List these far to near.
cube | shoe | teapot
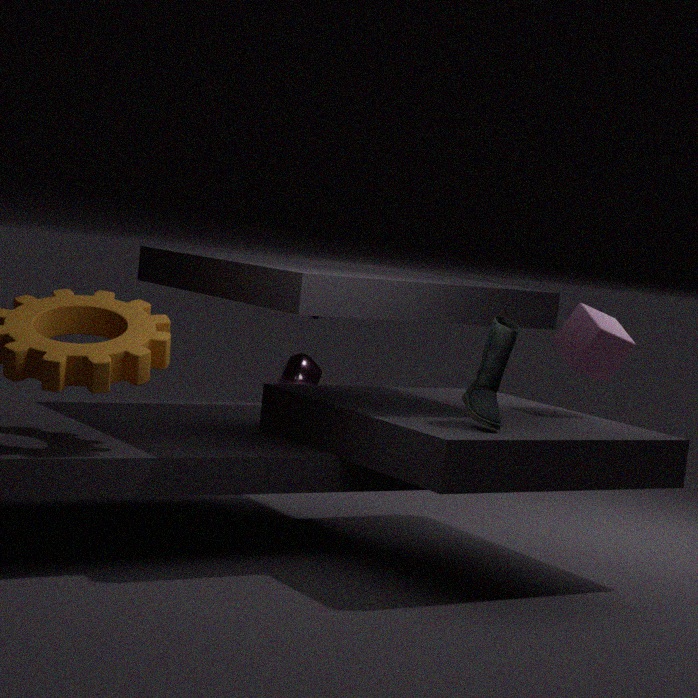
teapot < cube < shoe
